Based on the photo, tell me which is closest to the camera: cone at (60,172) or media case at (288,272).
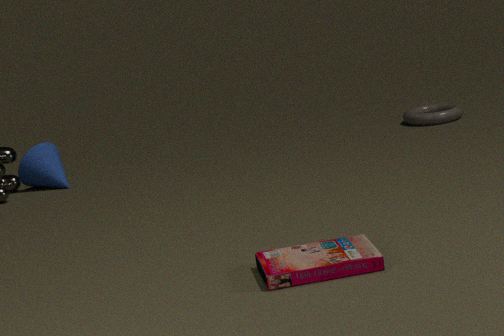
media case at (288,272)
